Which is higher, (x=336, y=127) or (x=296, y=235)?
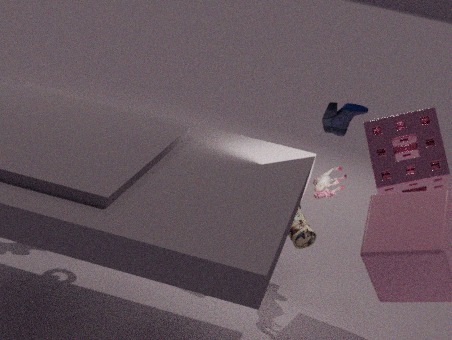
(x=336, y=127)
